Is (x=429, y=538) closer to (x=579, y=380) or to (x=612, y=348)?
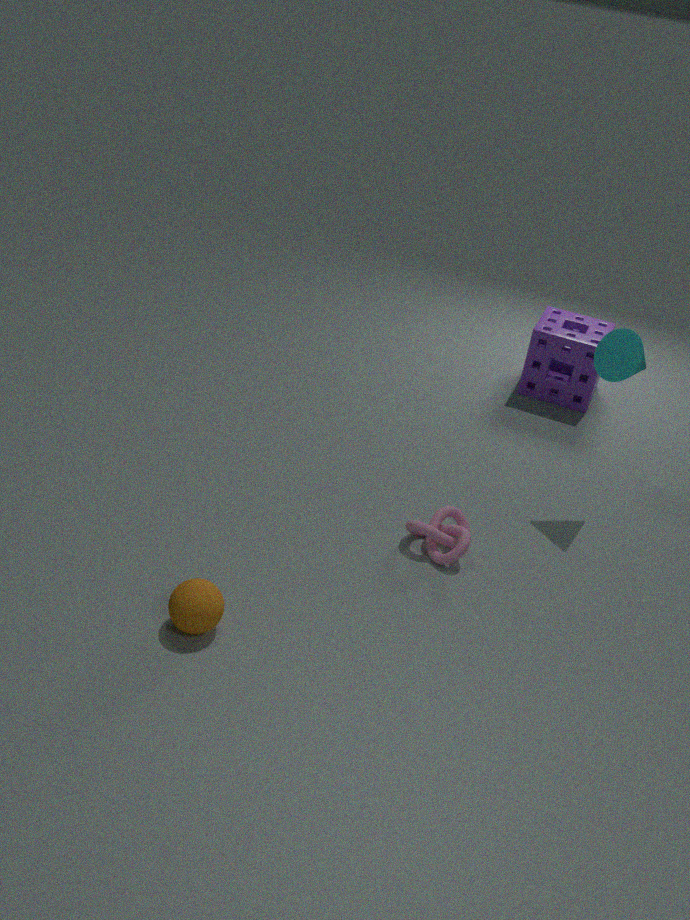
(x=612, y=348)
